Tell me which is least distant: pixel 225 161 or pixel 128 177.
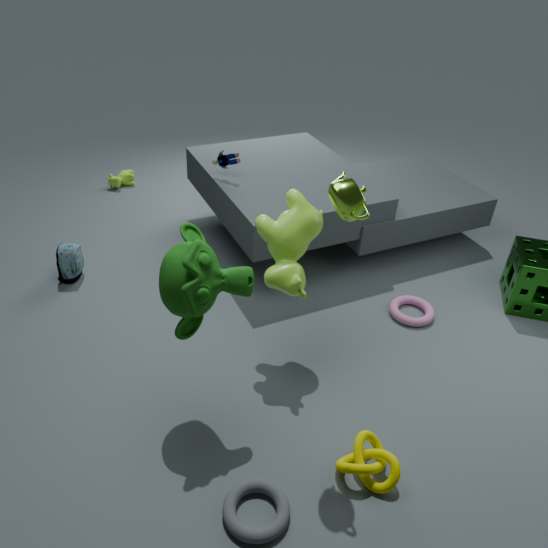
pixel 225 161
